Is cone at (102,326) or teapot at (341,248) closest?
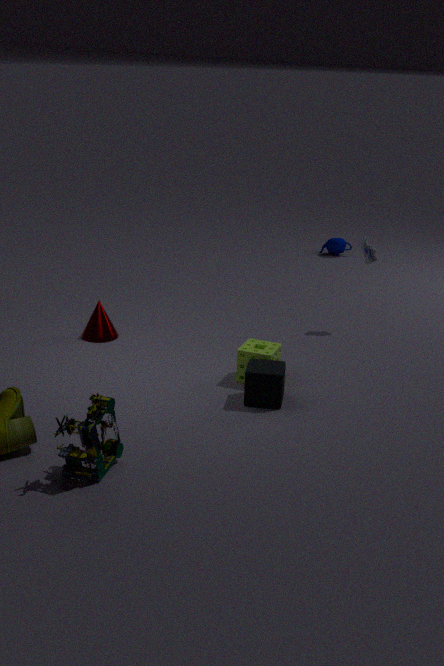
cone at (102,326)
